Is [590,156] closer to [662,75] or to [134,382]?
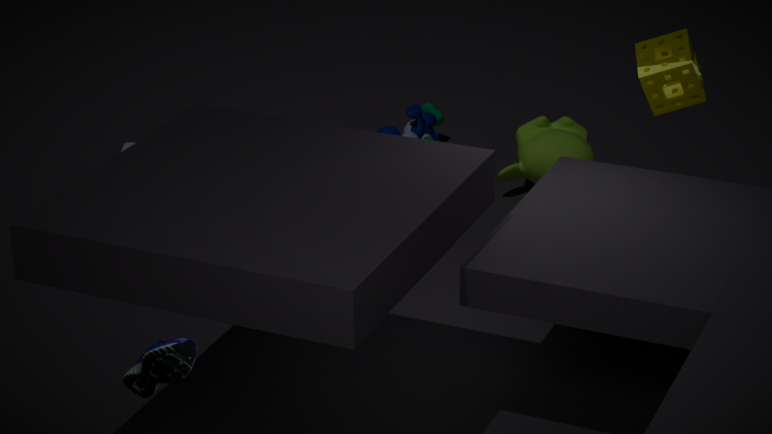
[662,75]
